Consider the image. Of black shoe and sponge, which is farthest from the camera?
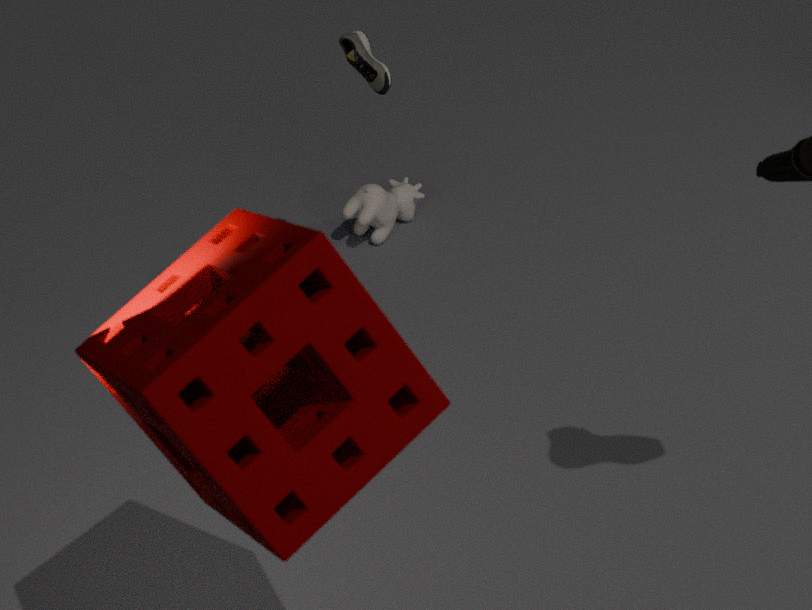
black shoe
